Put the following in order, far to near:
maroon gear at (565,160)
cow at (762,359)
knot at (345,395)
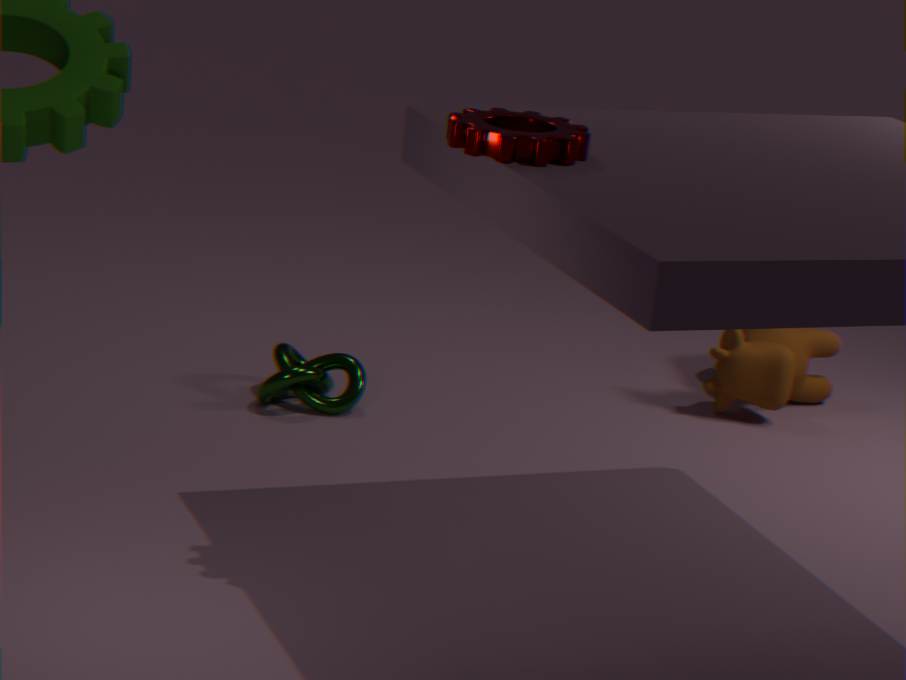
cow at (762,359), knot at (345,395), maroon gear at (565,160)
